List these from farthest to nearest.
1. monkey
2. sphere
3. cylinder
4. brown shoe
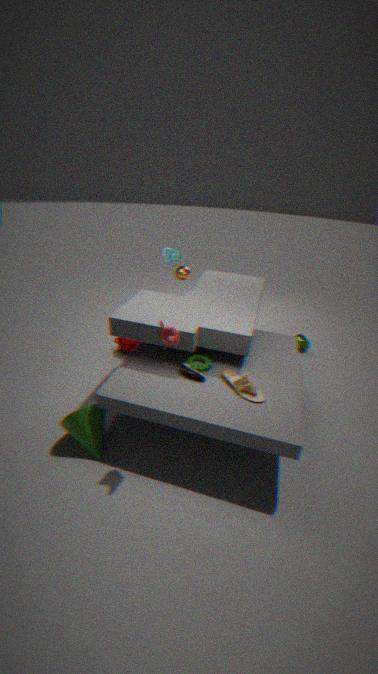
1. cylinder
2. sphere
3. brown shoe
4. monkey
